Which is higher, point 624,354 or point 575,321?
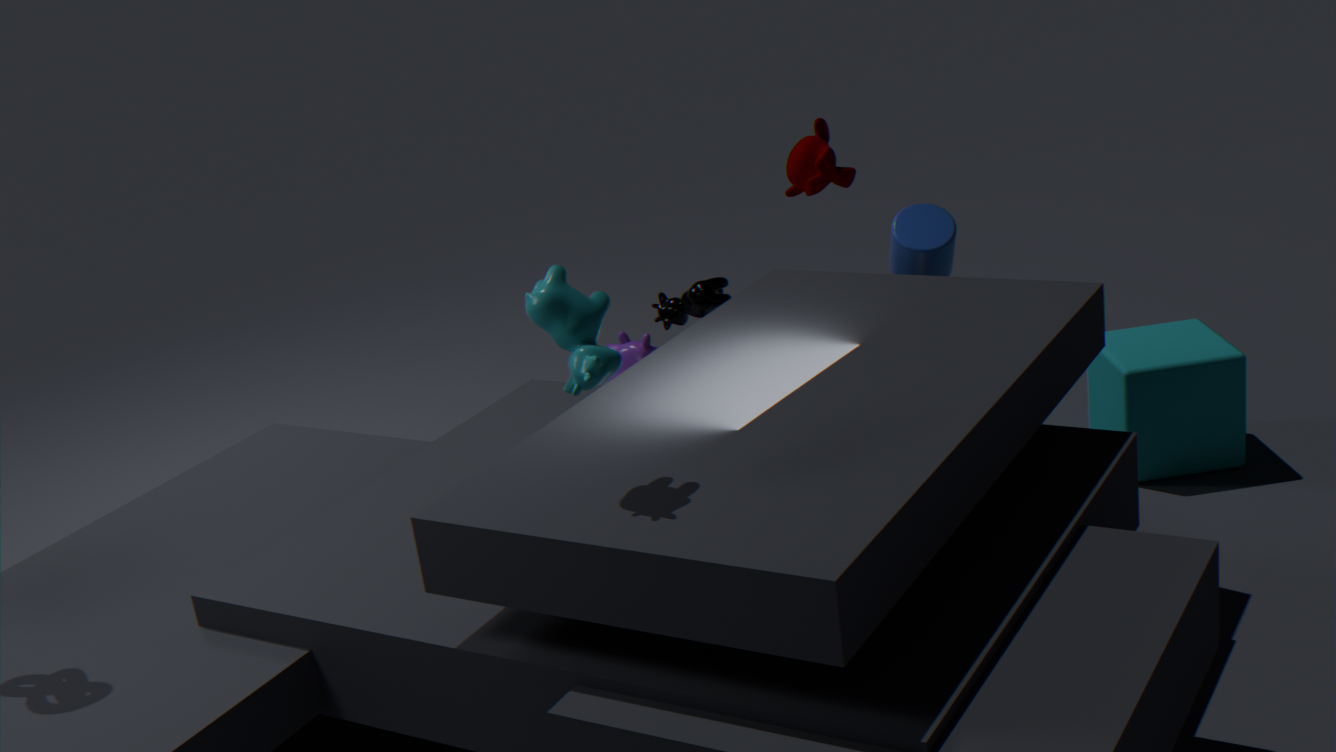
point 575,321
